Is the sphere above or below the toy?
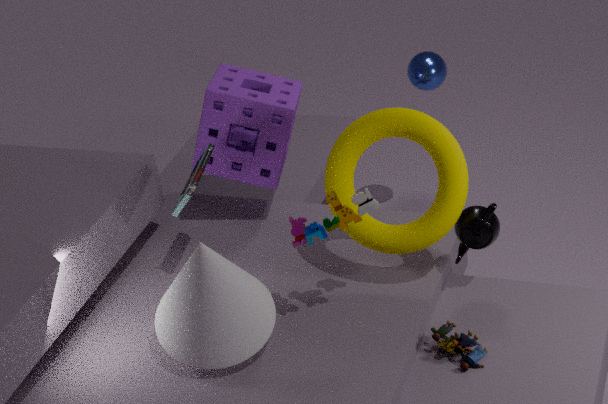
above
